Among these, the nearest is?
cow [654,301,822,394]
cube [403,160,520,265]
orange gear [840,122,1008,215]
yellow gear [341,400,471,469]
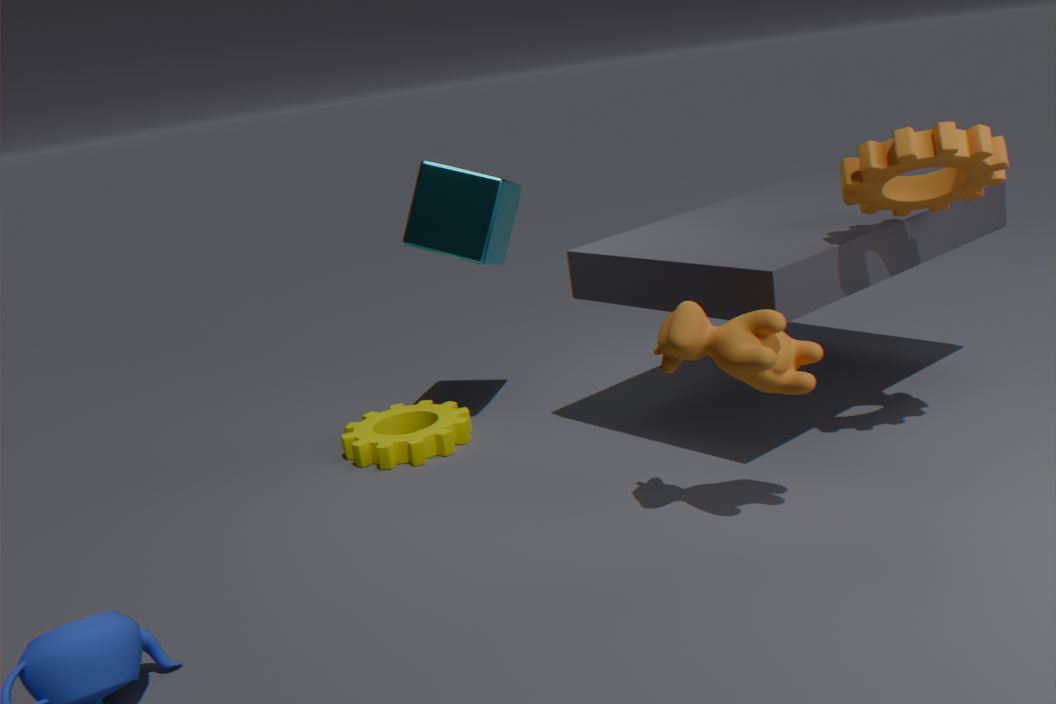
cow [654,301,822,394]
